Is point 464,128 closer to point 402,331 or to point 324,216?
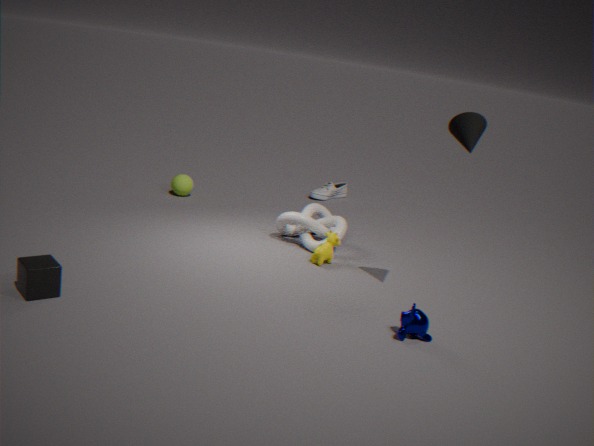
point 402,331
